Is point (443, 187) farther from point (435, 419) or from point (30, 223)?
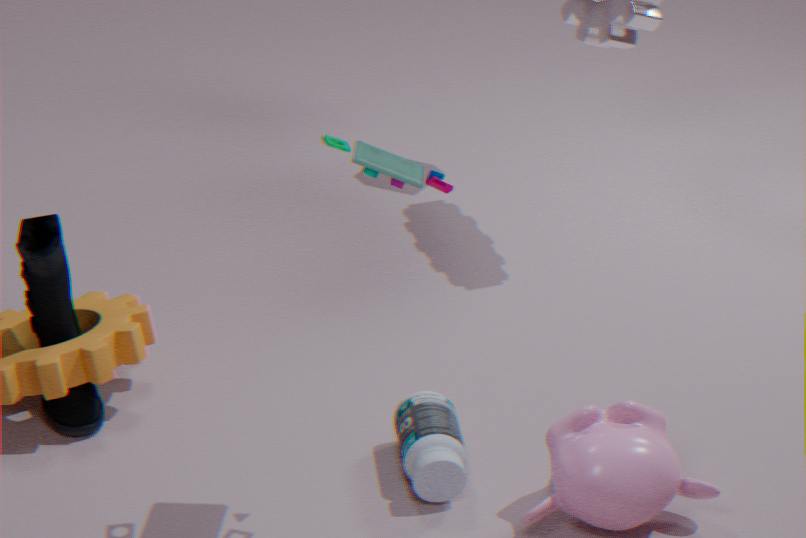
point (30, 223)
